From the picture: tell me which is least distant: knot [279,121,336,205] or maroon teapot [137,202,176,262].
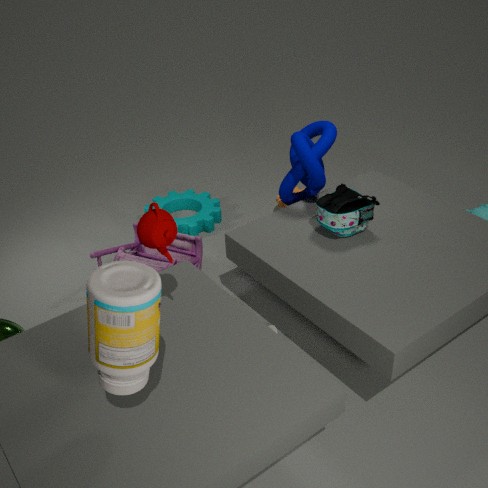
maroon teapot [137,202,176,262]
